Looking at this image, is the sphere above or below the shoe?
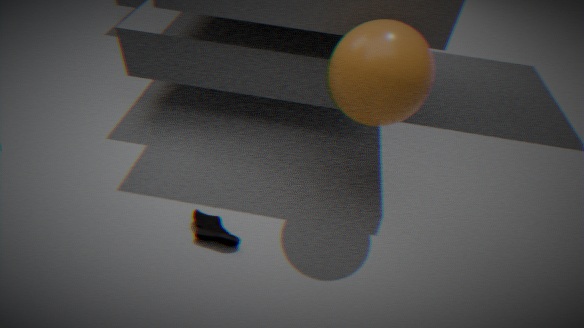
above
